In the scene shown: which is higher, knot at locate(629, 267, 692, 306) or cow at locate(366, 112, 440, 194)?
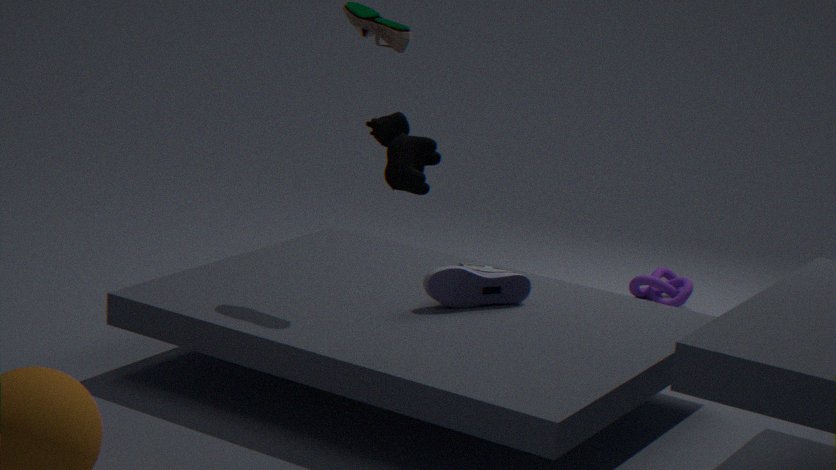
cow at locate(366, 112, 440, 194)
